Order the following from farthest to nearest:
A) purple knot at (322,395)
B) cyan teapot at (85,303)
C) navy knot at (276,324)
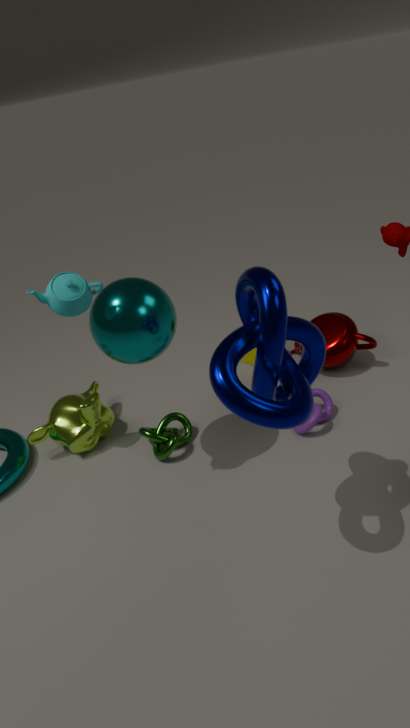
purple knot at (322,395)
cyan teapot at (85,303)
navy knot at (276,324)
